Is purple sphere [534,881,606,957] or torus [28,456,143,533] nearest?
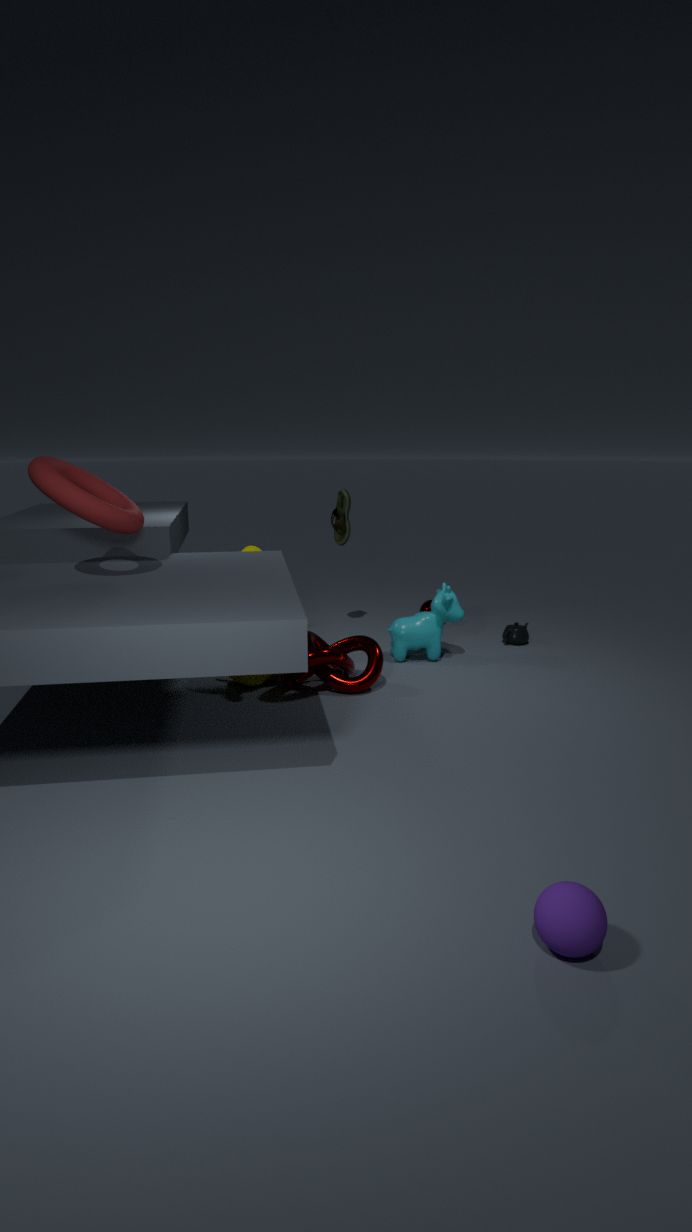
purple sphere [534,881,606,957]
